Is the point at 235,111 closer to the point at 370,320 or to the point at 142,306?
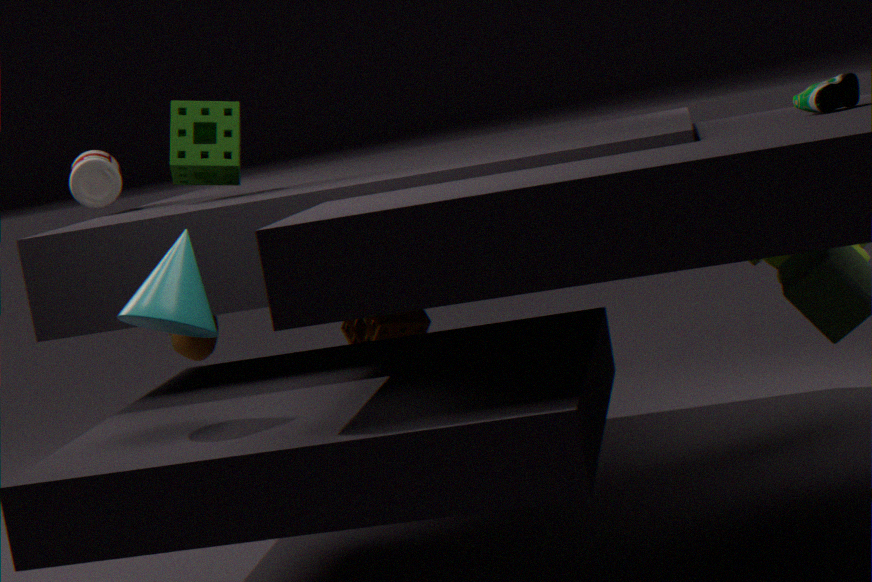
the point at 370,320
